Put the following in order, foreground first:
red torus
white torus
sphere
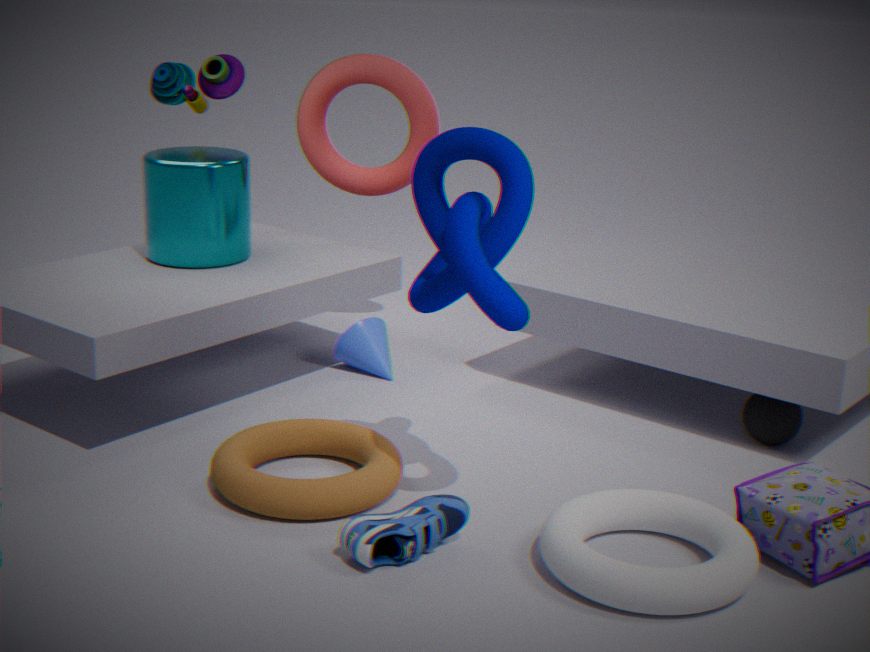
white torus → sphere → red torus
